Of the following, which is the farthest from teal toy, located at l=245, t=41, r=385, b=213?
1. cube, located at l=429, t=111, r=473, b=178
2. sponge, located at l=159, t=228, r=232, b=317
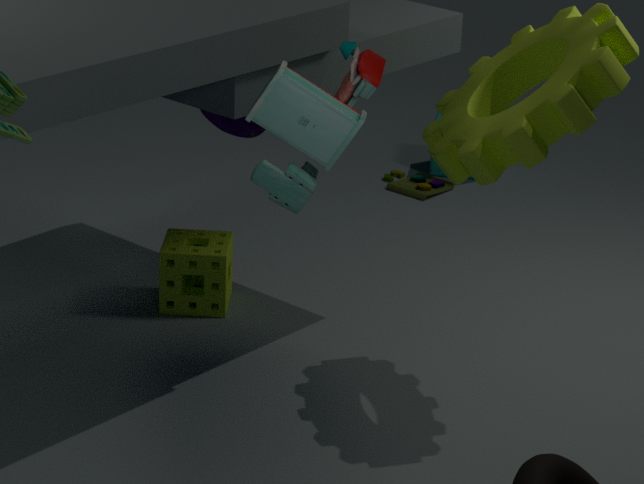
cube, located at l=429, t=111, r=473, b=178
